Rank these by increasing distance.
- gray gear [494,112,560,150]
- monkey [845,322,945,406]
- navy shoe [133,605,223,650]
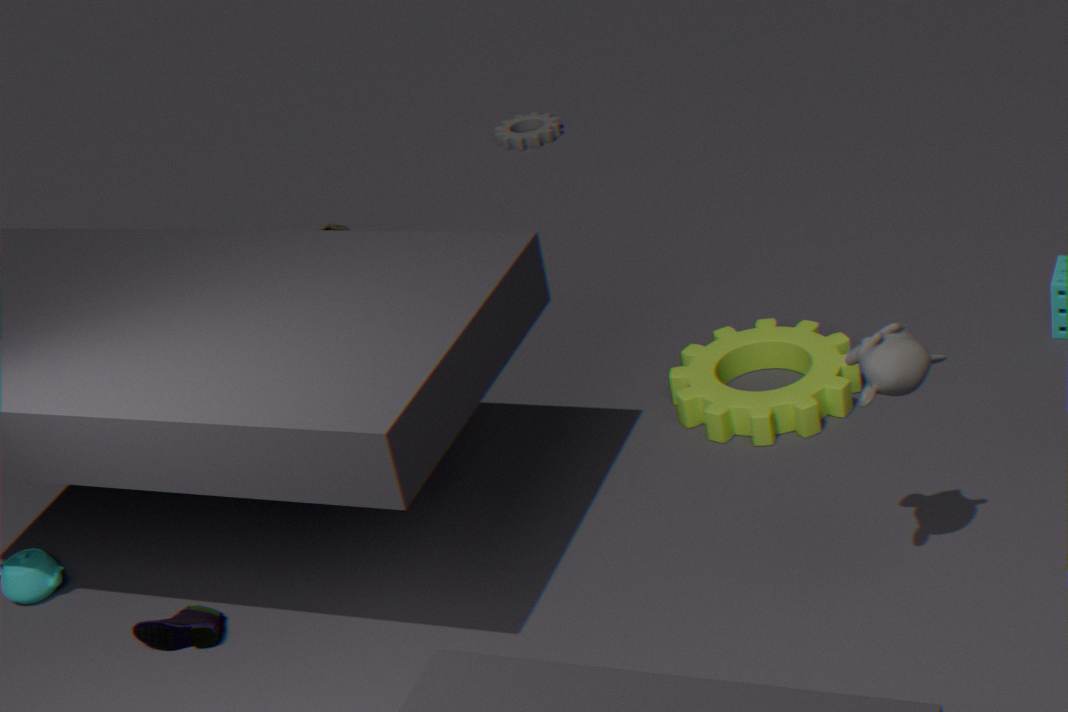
1. monkey [845,322,945,406]
2. navy shoe [133,605,223,650]
3. gray gear [494,112,560,150]
